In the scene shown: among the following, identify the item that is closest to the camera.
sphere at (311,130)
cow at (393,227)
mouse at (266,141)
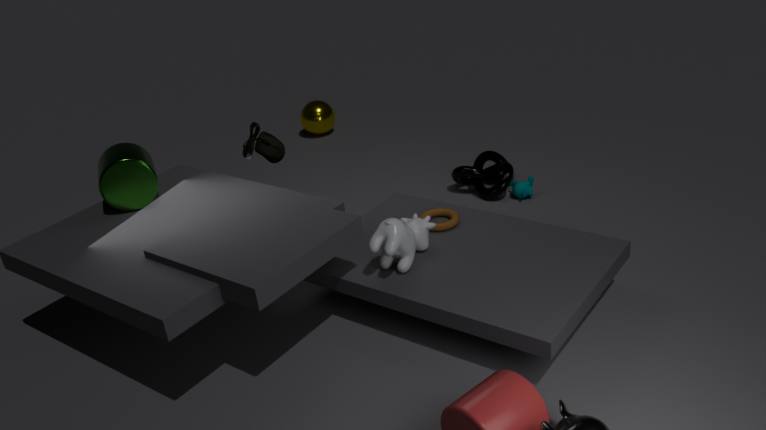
cow at (393,227)
